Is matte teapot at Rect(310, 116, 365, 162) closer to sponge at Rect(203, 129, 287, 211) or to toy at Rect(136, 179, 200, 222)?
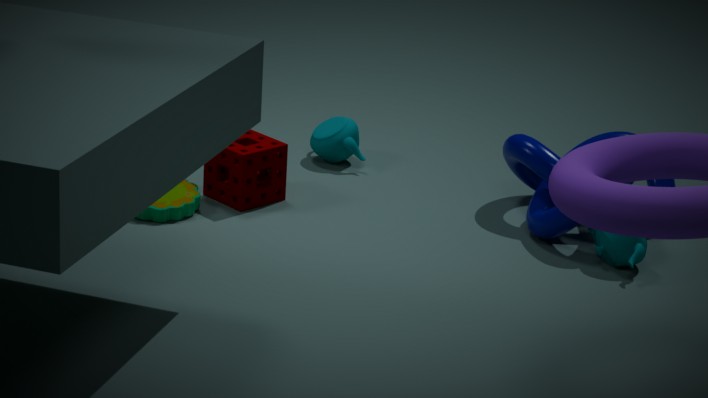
sponge at Rect(203, 129, 287, 211)
